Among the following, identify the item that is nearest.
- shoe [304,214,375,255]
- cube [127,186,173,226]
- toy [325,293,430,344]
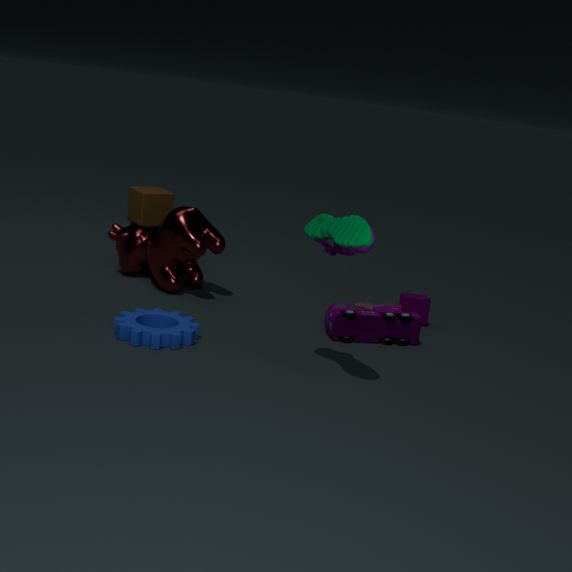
shoe [304,214,375,255]
